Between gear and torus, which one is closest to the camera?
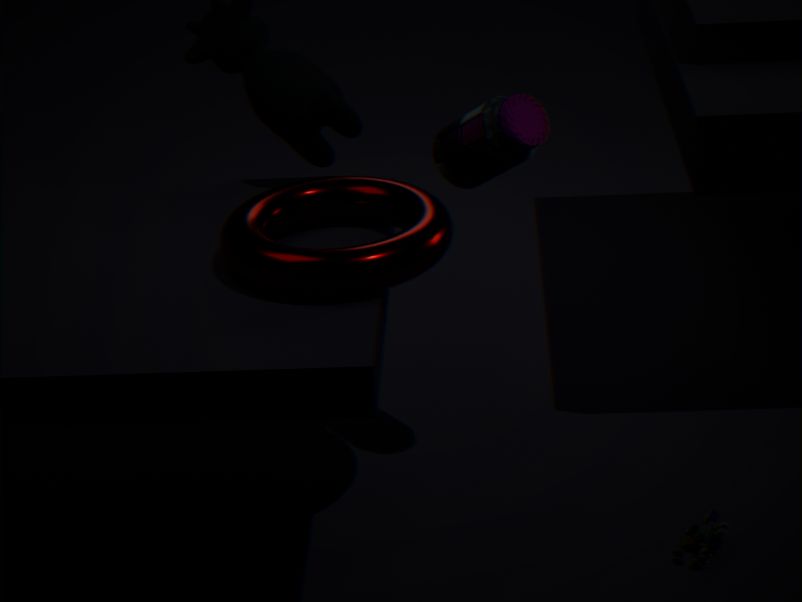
torus
